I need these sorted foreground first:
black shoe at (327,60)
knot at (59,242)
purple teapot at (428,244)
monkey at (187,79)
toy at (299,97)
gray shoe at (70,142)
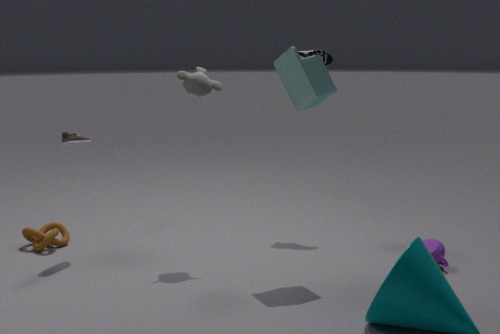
toy at (299,97) → purple teapot at (428,244) → monkey at (187,79) → gray shoe at (70,142) → knot at (59,242) → black shoe at (327,60)
